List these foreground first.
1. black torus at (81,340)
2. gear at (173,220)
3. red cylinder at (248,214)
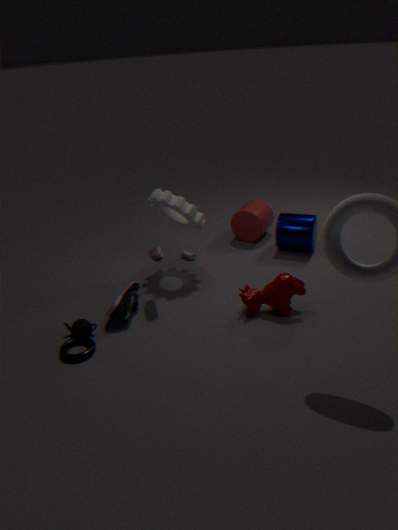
black torus at (81,340) < gear at (173,220) < red cylinder at (248,214)
